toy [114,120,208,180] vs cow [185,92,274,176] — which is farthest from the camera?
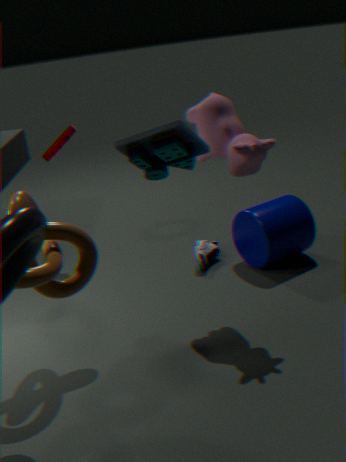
cow [185,92,274,176]
